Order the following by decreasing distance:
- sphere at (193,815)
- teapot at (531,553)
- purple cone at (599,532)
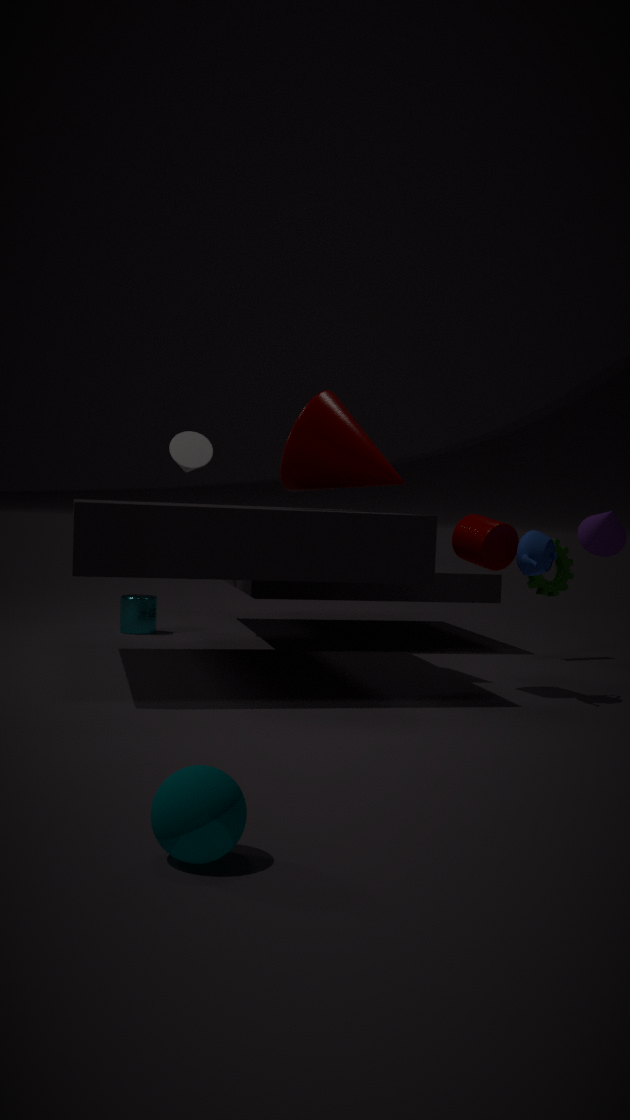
purple cone at (599,532) < teapot at (531,553) < sphere at (193,815)
